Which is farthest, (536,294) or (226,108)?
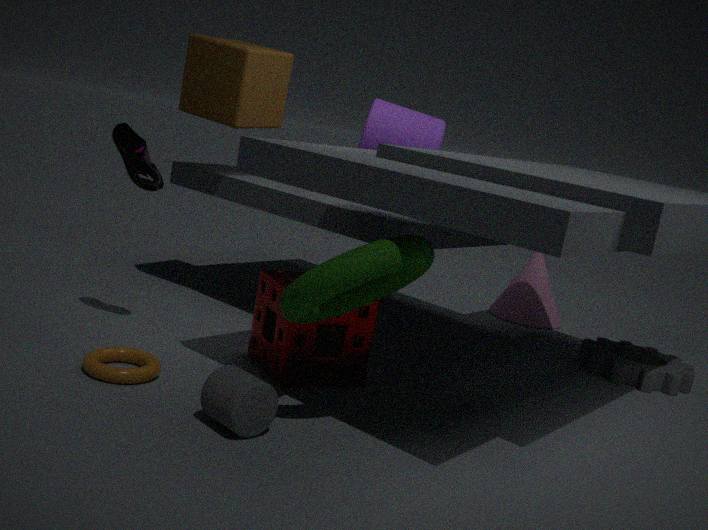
(536,294)
